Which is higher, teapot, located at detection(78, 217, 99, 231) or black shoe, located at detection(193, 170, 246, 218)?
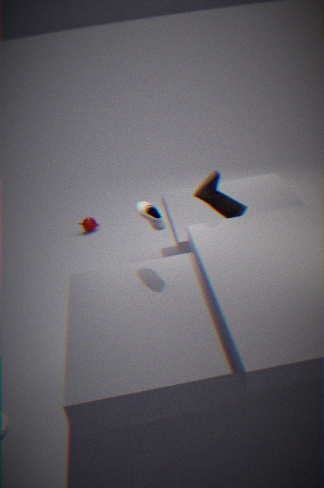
black shoe, located at detection(193, 170, 246, 218)
